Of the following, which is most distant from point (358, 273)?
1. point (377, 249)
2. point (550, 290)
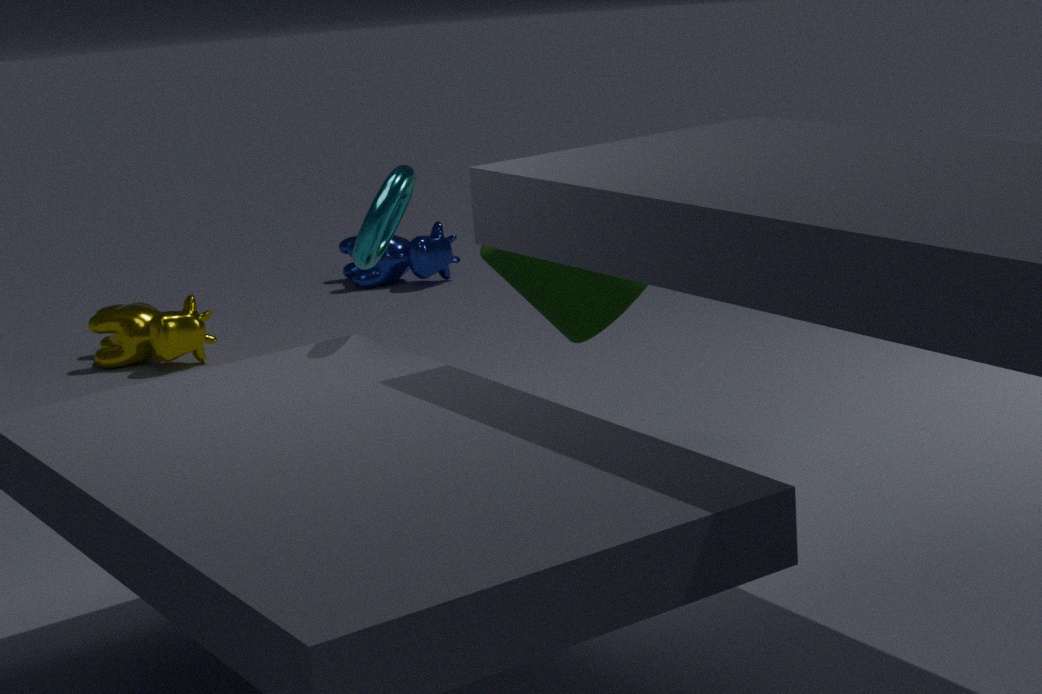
point (377, 249)
